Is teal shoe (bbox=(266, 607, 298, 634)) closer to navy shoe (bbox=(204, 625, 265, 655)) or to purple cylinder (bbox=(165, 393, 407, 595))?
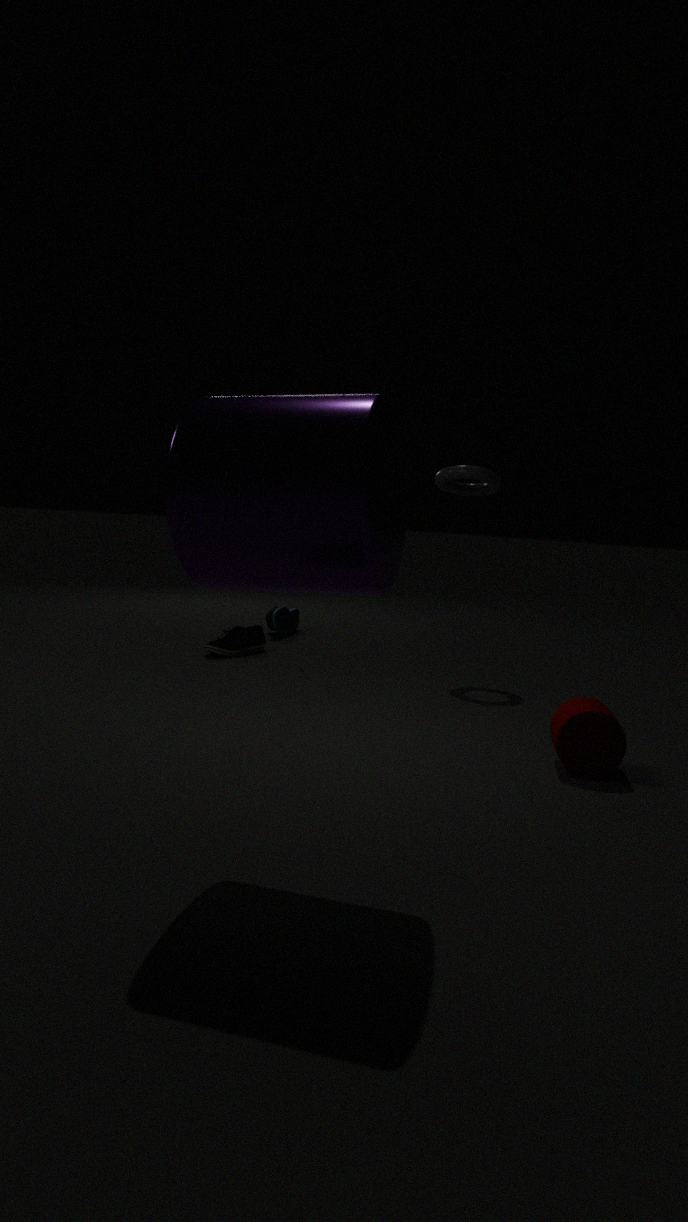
navy shoe (bbox=(204, 625, 265, 655))
